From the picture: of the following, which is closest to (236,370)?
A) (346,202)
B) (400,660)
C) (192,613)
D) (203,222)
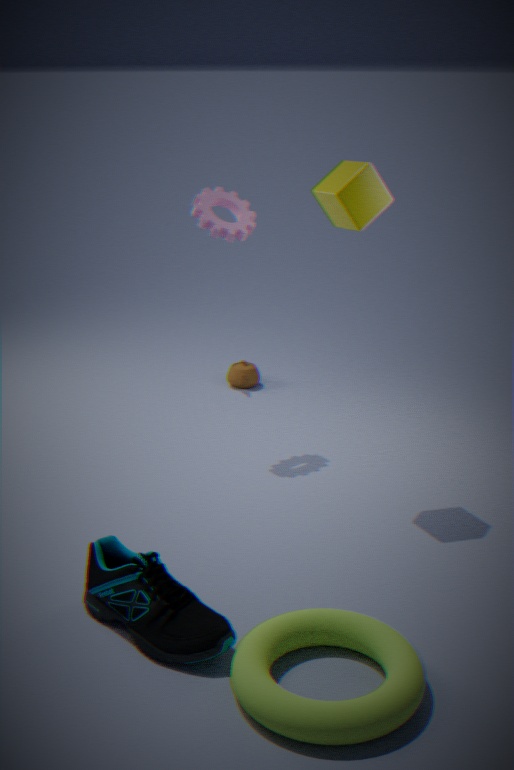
(203,222)
